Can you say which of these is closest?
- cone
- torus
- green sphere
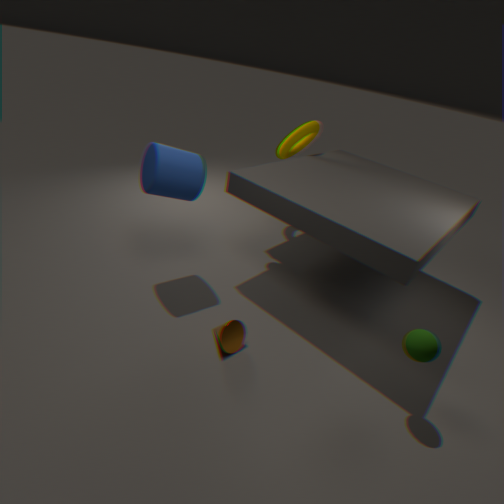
green sphere
